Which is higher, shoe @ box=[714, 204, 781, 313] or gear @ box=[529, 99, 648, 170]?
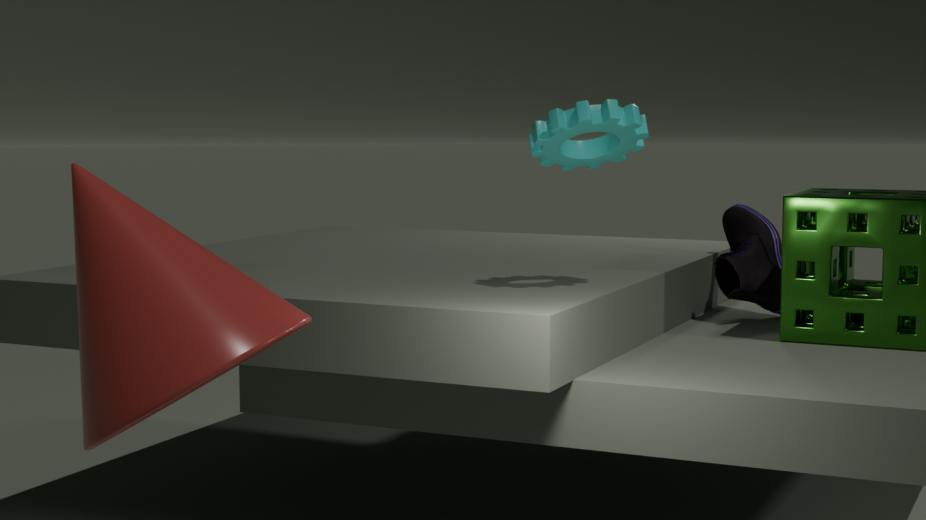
gear @ box=[529, 99, 648, 170]
